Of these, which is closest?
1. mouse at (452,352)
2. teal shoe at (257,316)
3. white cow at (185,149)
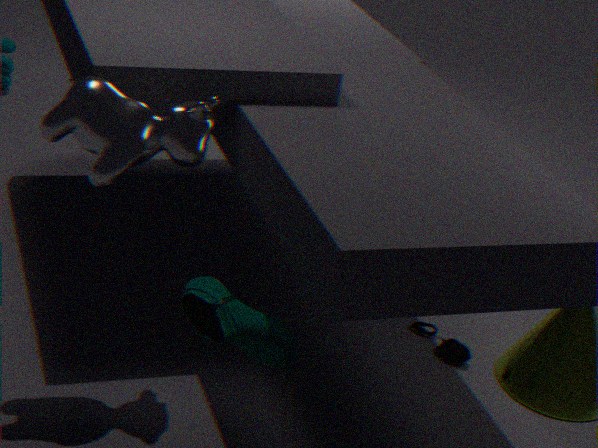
teal shoe at (257,316)
